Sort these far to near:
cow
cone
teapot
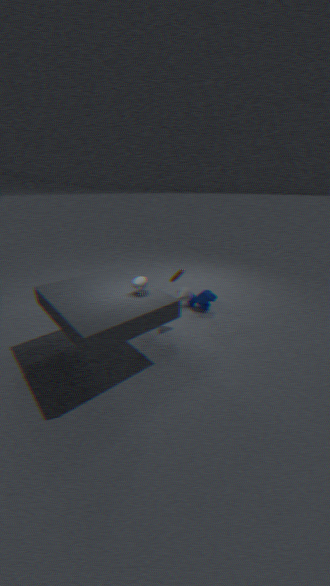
cow < cone < teapot
